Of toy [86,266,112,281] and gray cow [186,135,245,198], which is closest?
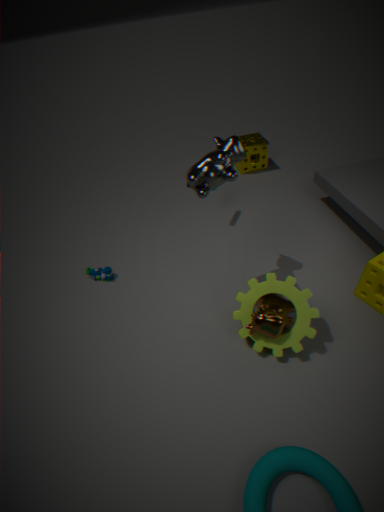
gray cow [186,135,245,198]
